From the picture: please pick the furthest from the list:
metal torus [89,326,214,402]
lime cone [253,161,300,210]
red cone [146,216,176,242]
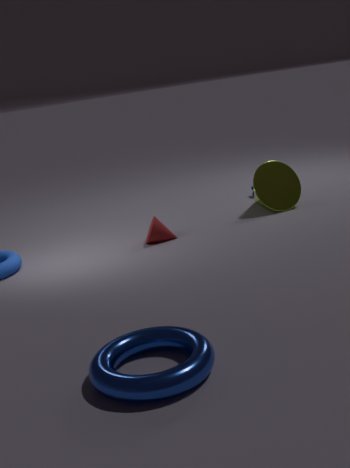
lime cone [253,161,300,210]
